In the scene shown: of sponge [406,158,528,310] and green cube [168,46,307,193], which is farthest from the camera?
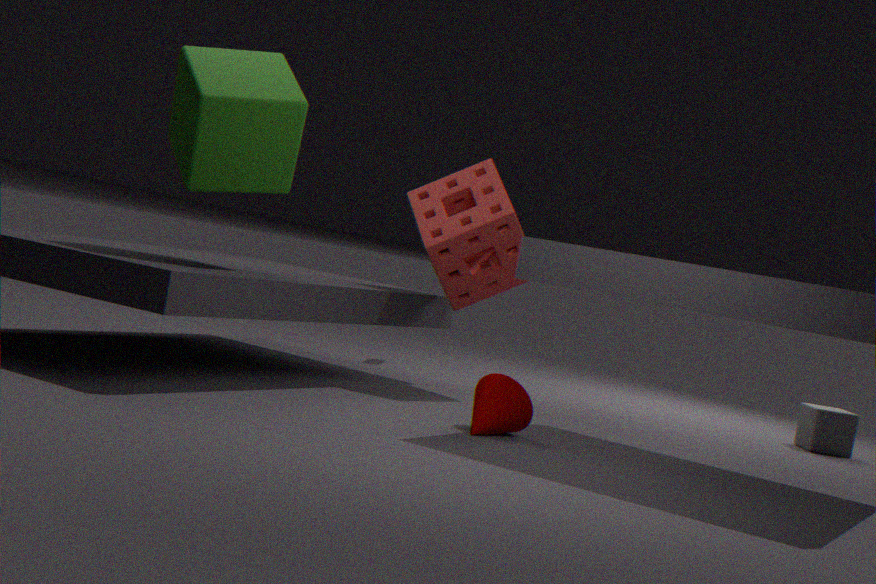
sponge [406,158,528,310]
